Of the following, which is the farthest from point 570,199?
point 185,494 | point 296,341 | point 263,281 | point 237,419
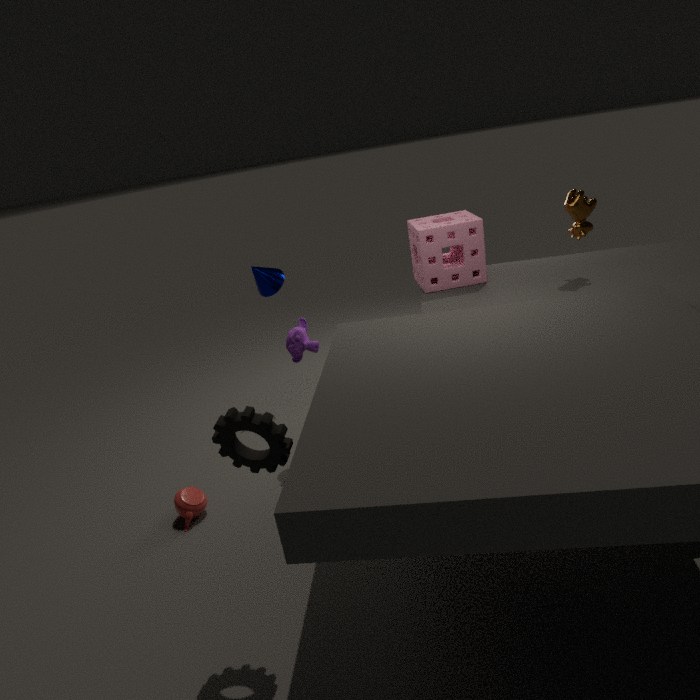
point 185,494
